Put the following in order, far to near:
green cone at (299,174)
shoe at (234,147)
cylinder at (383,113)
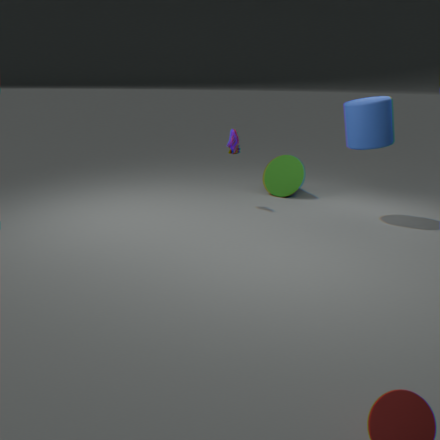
green cone at (299,174), shoe at (234,147), cylinder at (383,113)
